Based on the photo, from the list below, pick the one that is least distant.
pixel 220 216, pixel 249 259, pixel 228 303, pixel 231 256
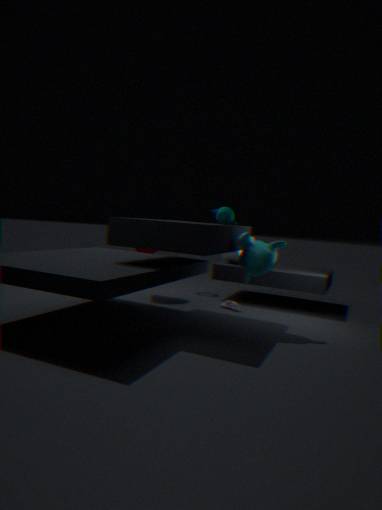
pixel 249 259
